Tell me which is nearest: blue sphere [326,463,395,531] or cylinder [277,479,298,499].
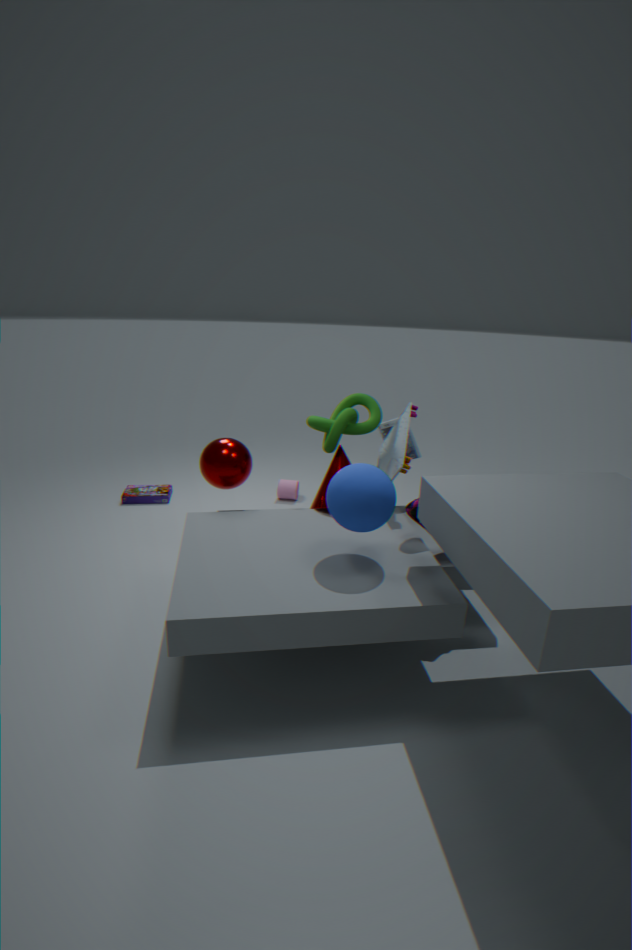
blue sphere [326,463,395,531]
